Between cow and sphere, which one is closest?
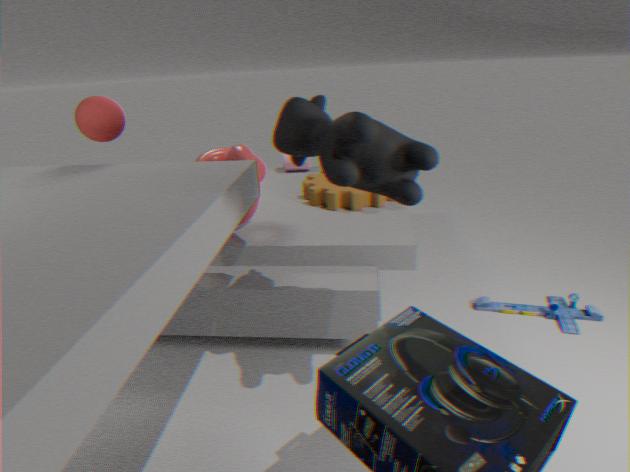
cow
